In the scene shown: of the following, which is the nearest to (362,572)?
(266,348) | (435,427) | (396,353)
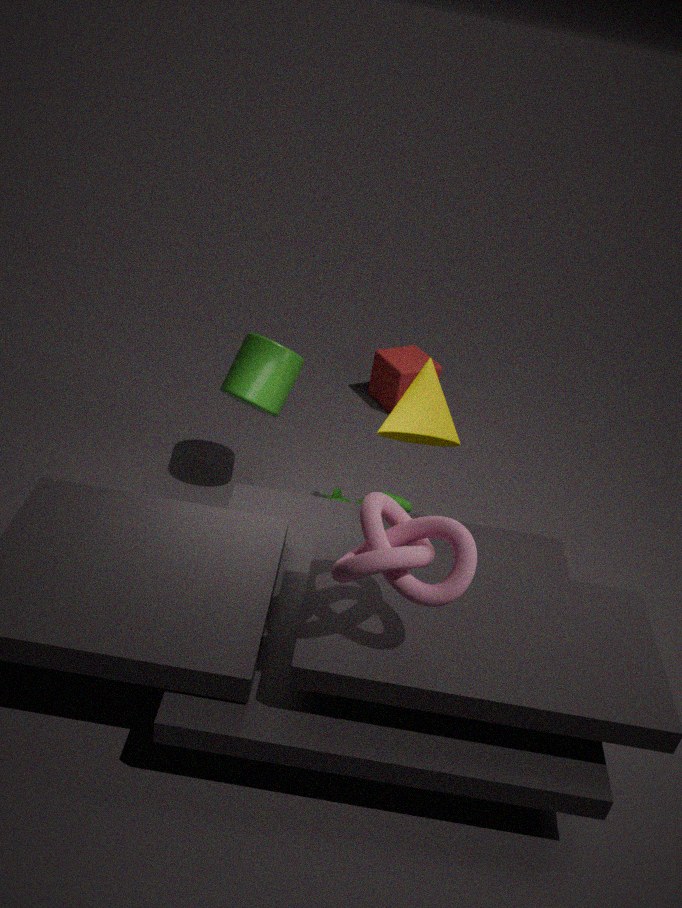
(435,427)
